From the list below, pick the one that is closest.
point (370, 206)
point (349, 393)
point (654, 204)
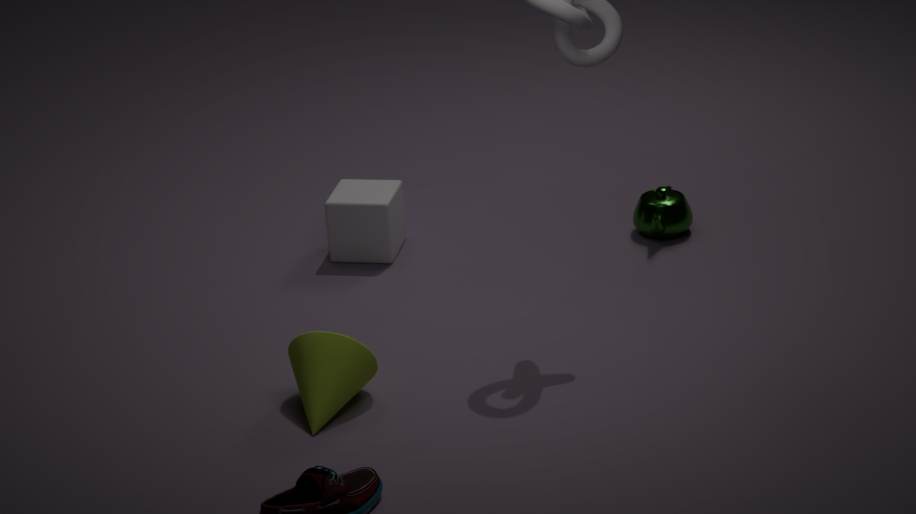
point (349, 393)
